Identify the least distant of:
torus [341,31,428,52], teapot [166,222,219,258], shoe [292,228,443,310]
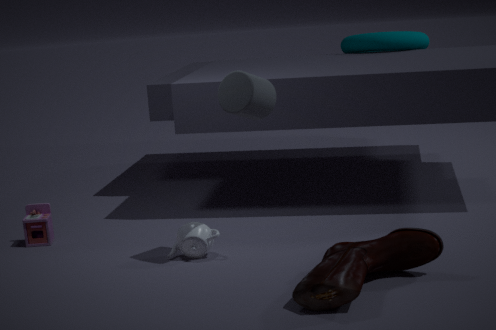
shoe [292,228,443,310]
